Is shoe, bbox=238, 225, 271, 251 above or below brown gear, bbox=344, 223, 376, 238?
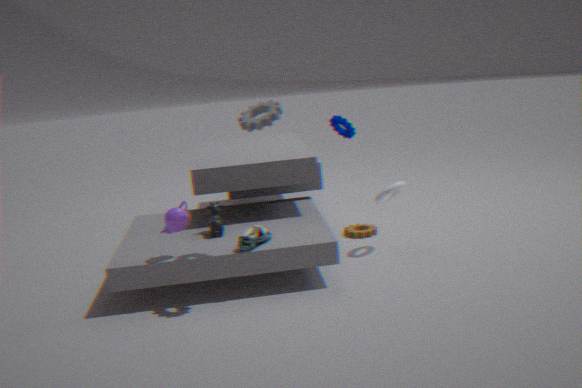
above
